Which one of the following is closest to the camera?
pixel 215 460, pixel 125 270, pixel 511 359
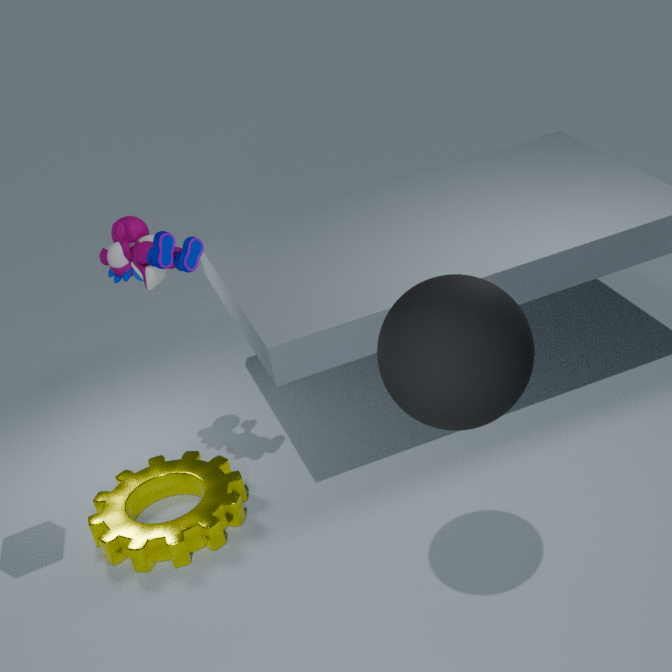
pixel 511 359
